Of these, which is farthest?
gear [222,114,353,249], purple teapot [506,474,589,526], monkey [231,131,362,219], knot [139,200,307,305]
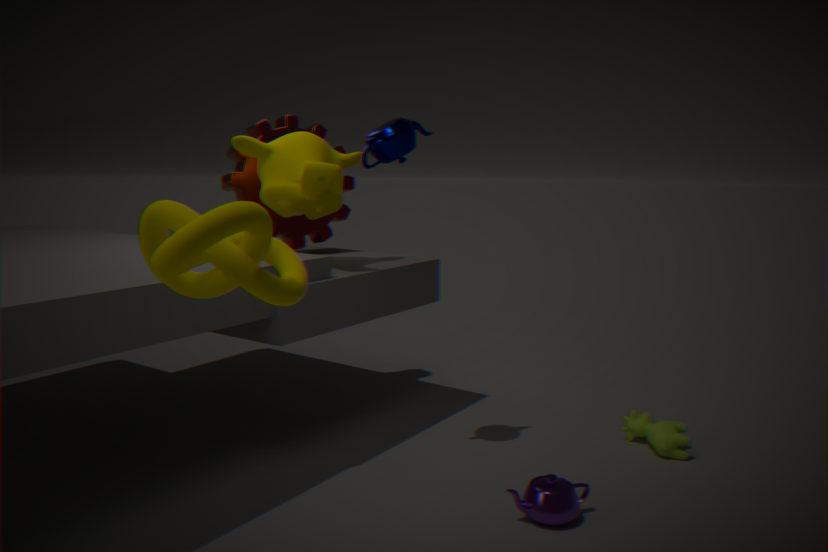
gear [222,114,353,249]
